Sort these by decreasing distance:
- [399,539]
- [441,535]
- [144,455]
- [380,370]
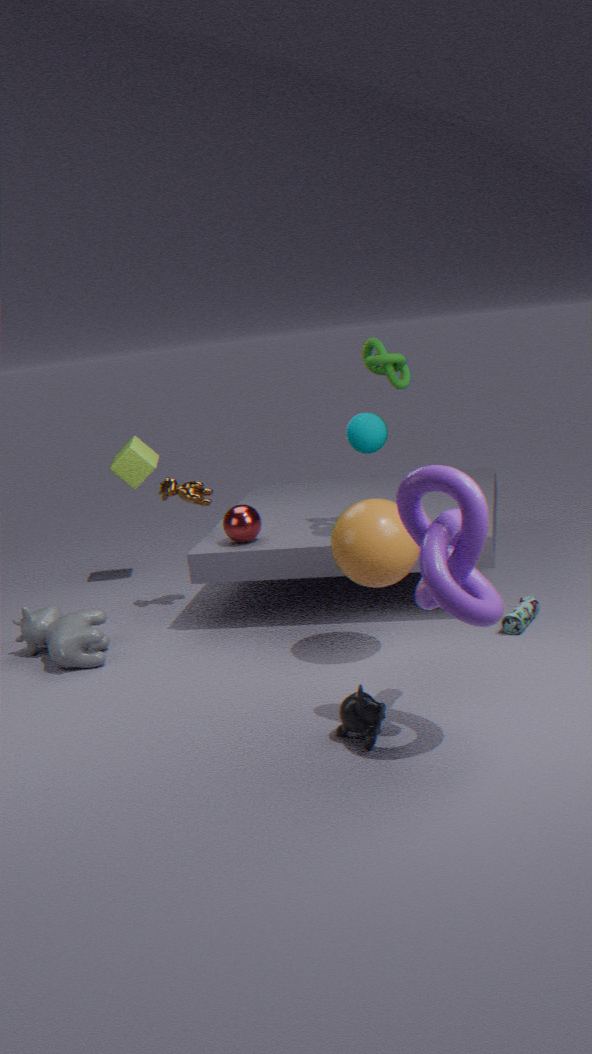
[144,455] → [380,370] → [399,539] → [441,535]
